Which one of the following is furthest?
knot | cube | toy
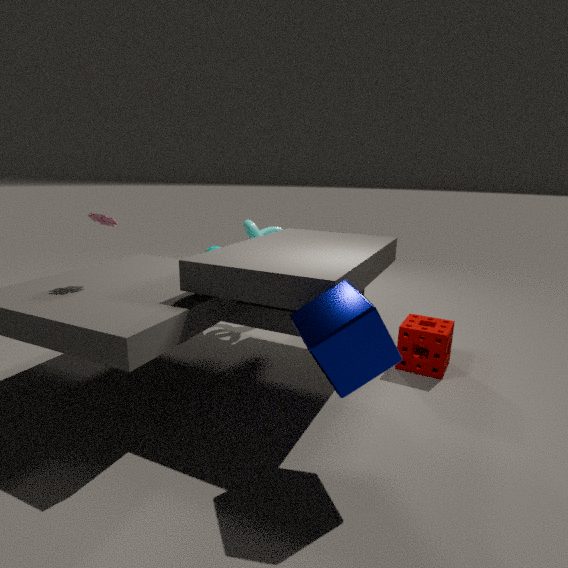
knot
